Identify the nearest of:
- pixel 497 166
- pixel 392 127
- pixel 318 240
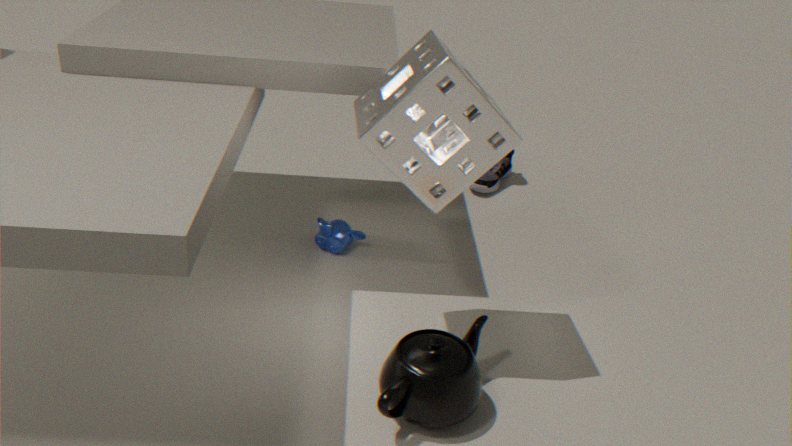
pixel 392 127
